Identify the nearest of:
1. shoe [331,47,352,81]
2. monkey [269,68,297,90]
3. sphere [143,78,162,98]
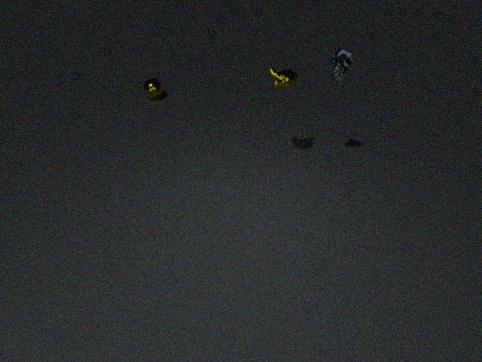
shoe [331,47,352,81]
